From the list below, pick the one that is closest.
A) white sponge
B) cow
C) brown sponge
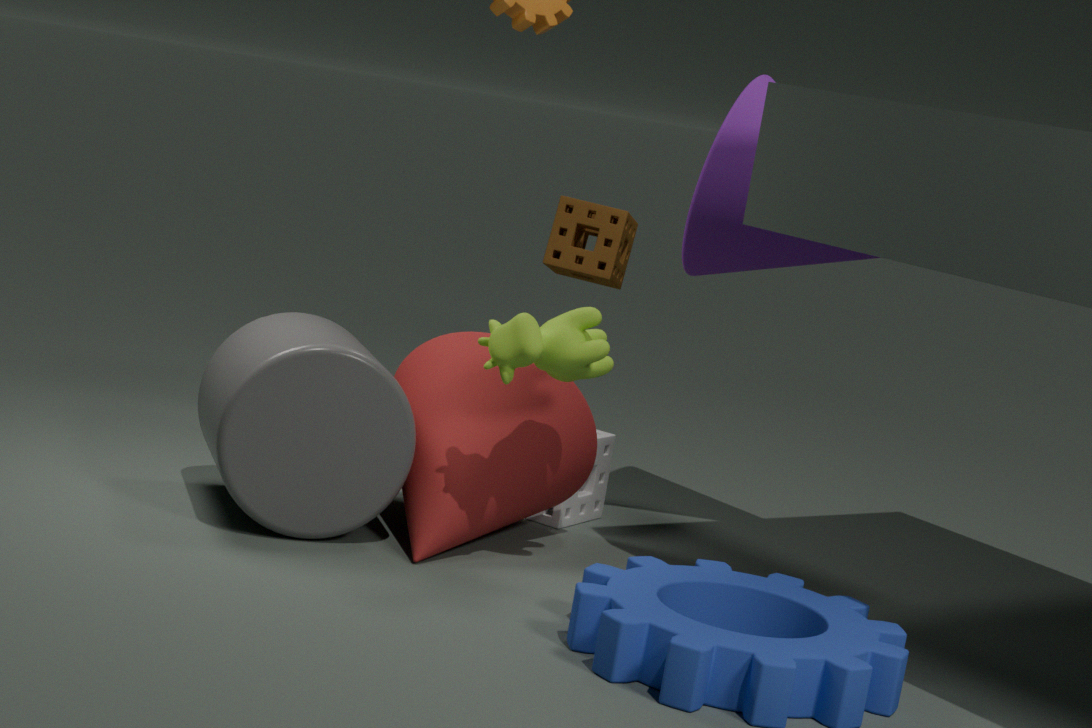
cow
